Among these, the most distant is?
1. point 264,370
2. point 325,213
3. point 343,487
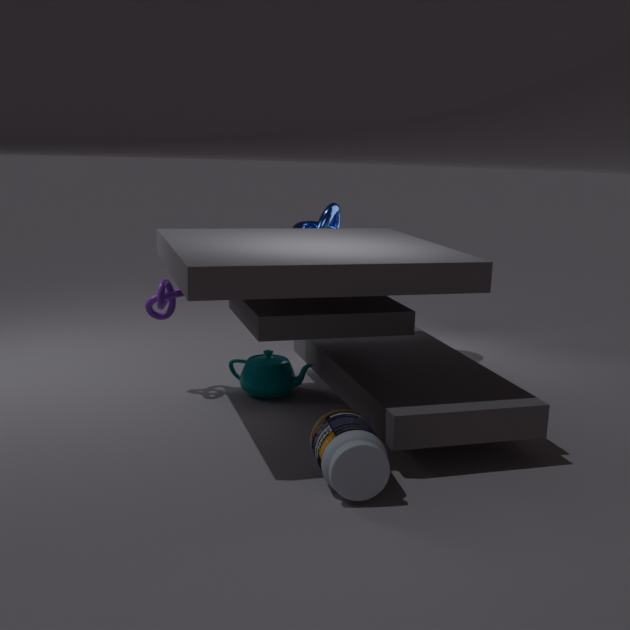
point 325,213
